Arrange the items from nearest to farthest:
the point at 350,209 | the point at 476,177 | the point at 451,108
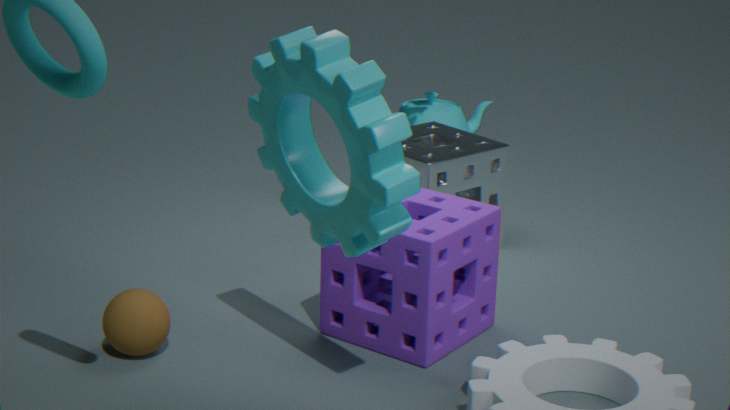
the point at 350,209
the point at 476,177
the point at 451,108
